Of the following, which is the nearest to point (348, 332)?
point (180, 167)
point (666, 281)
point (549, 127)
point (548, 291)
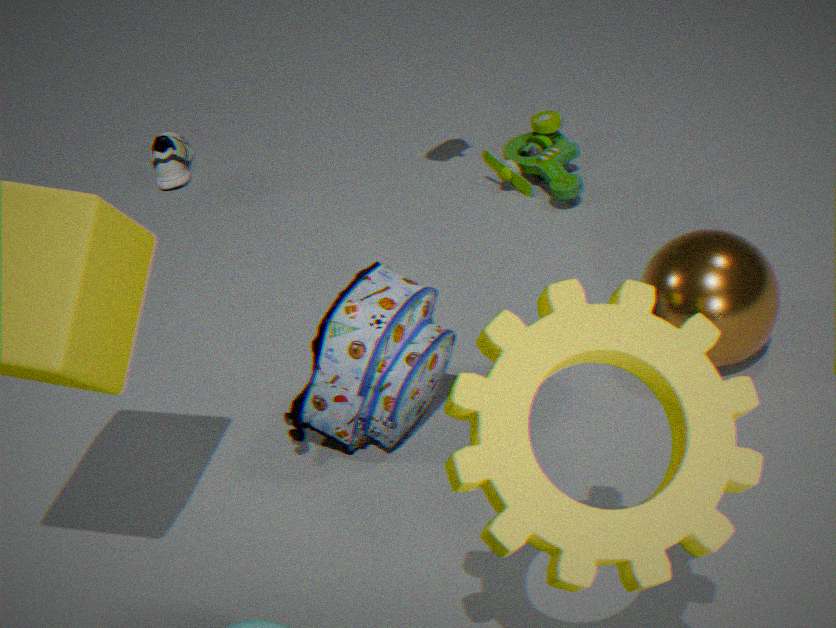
point (666, 281)
